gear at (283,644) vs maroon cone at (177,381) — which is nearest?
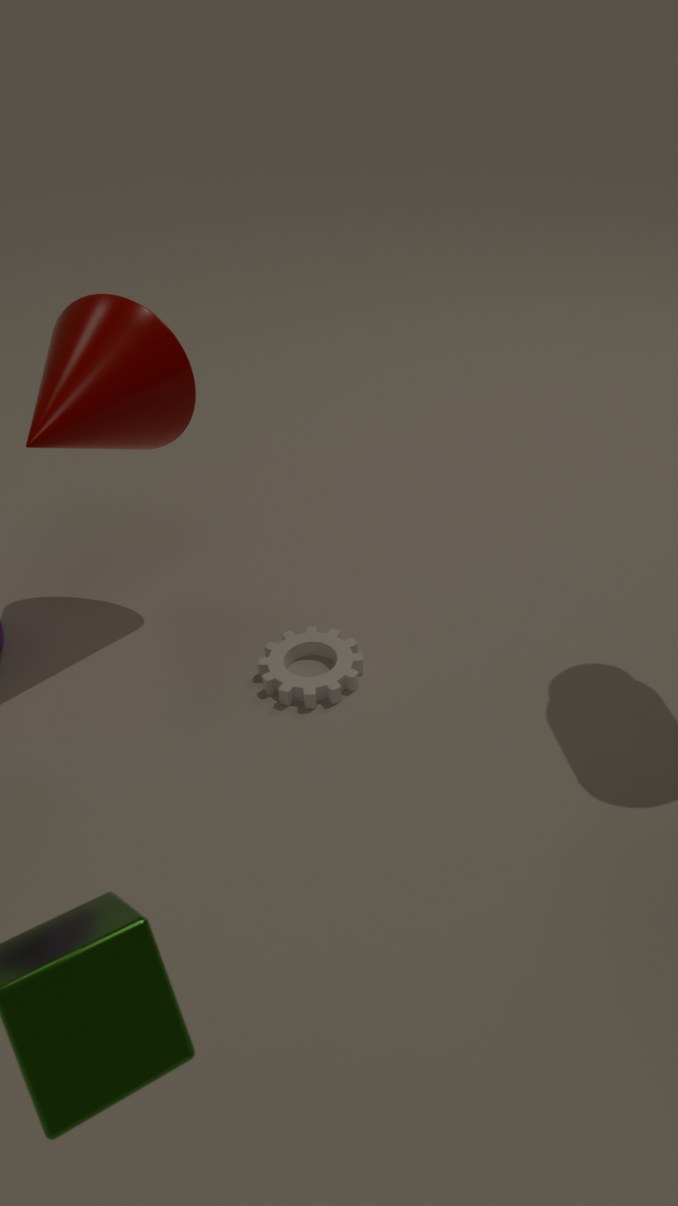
maroon cone at (177,381)
